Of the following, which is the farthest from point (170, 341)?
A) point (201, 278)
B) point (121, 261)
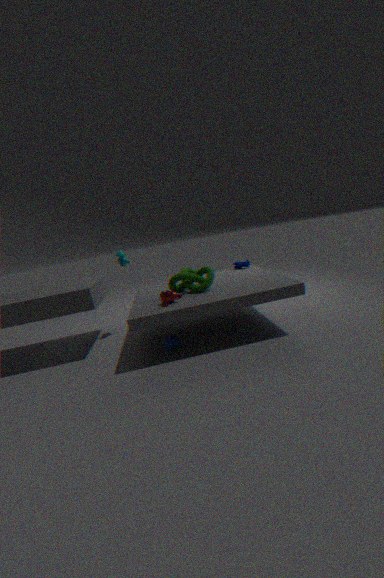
point (121, 261)
